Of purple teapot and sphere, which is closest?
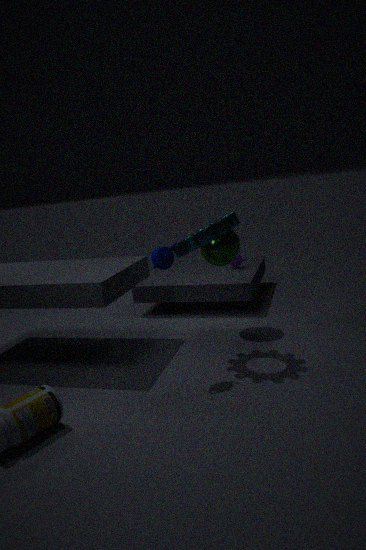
sphere
